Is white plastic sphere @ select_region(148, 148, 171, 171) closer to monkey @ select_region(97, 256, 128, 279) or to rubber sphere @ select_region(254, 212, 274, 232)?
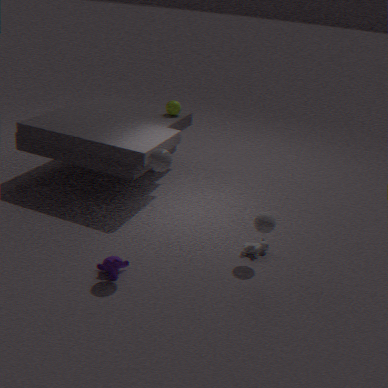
monkey @ select_region(97, 256, 128, 279)
